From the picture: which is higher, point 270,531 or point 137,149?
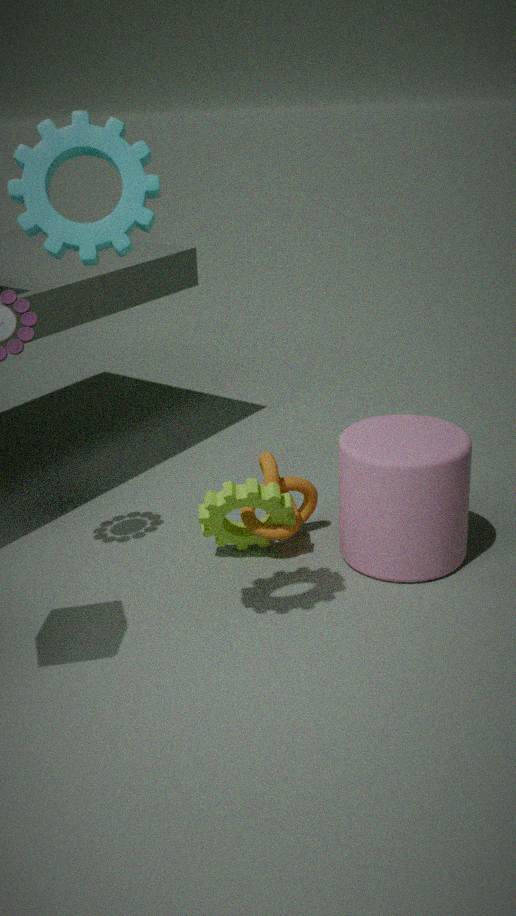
point 137,149
